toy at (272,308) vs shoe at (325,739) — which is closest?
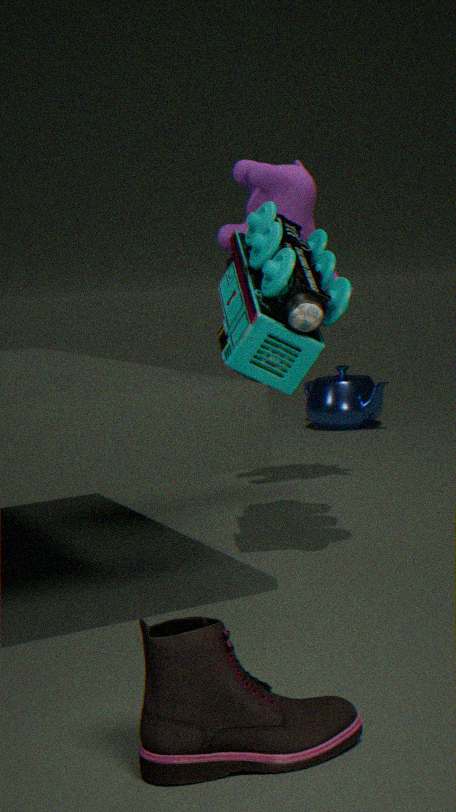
shoe at (325,739)
